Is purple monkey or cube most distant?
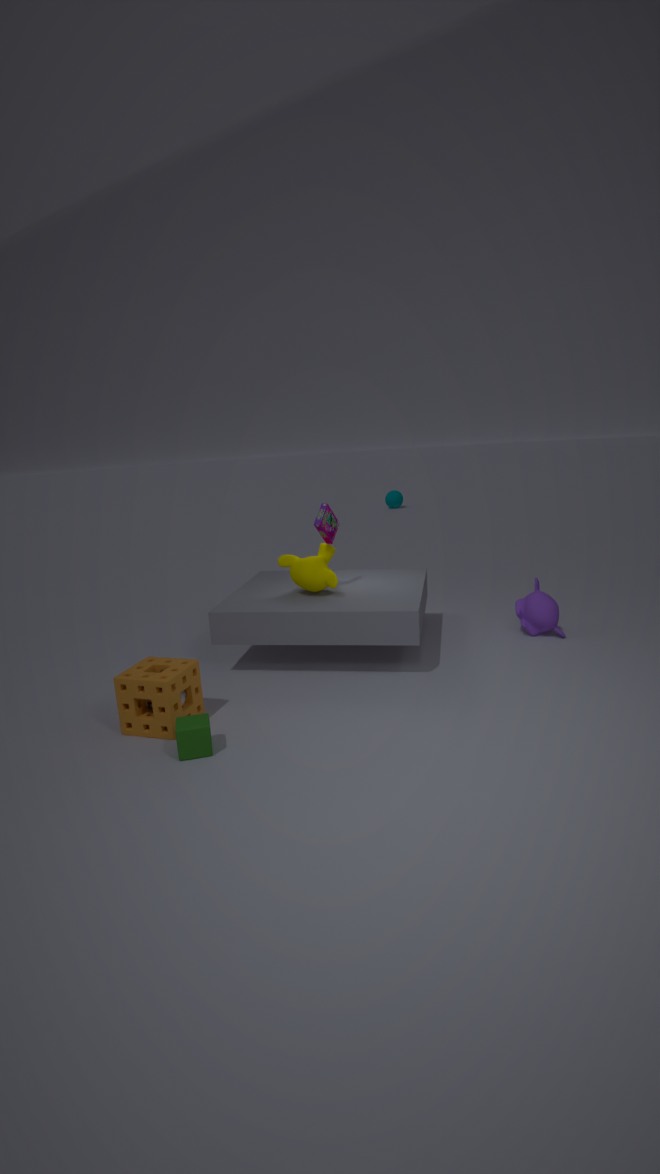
purple monkey
